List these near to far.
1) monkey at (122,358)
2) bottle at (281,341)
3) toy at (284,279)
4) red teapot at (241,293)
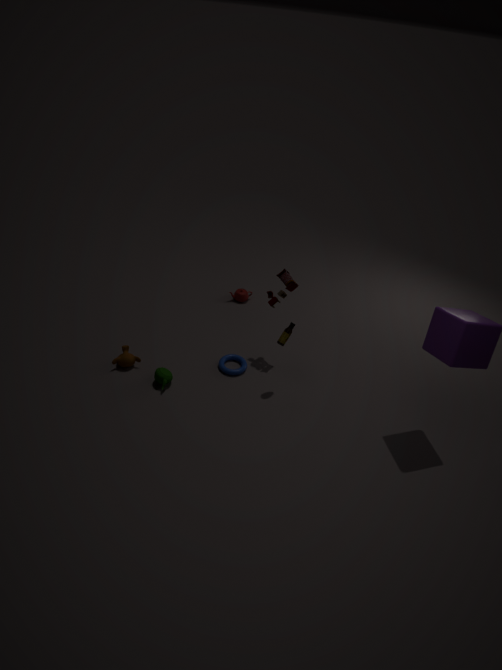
2. bottle at (281,341) → 3. toy at (284,279) → 1. monkey at (122,358) → 4. red teapot at (241,293)
